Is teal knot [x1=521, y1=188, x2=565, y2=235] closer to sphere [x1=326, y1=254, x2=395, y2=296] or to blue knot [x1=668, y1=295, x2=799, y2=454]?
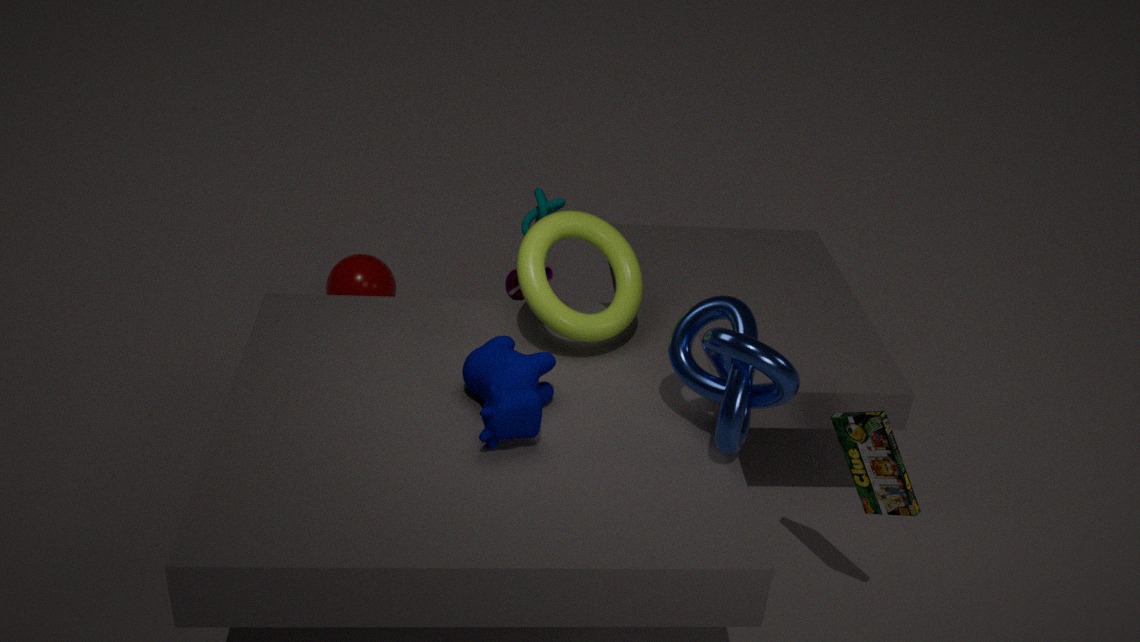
sphere [x1=326, y1=254, x2=395, y2=296]
